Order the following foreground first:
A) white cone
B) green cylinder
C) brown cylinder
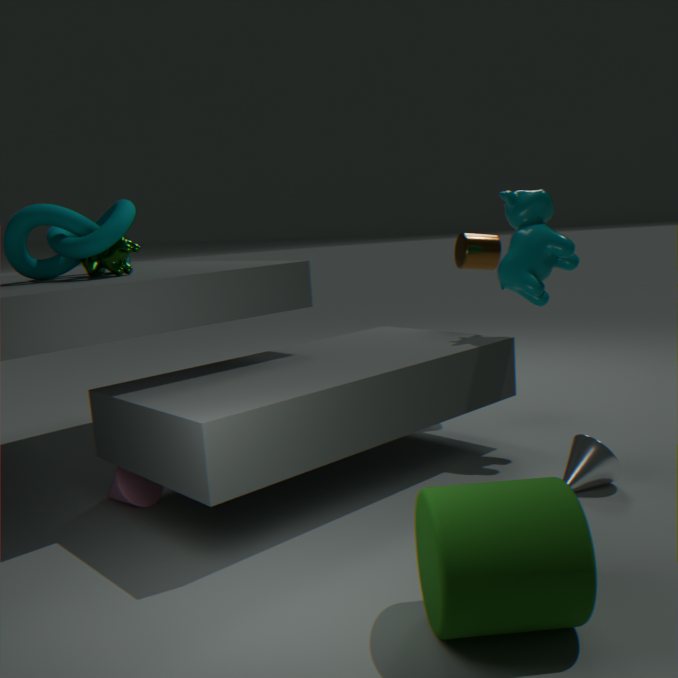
1. green cylinder
2. white cone
3. brown cylinder
